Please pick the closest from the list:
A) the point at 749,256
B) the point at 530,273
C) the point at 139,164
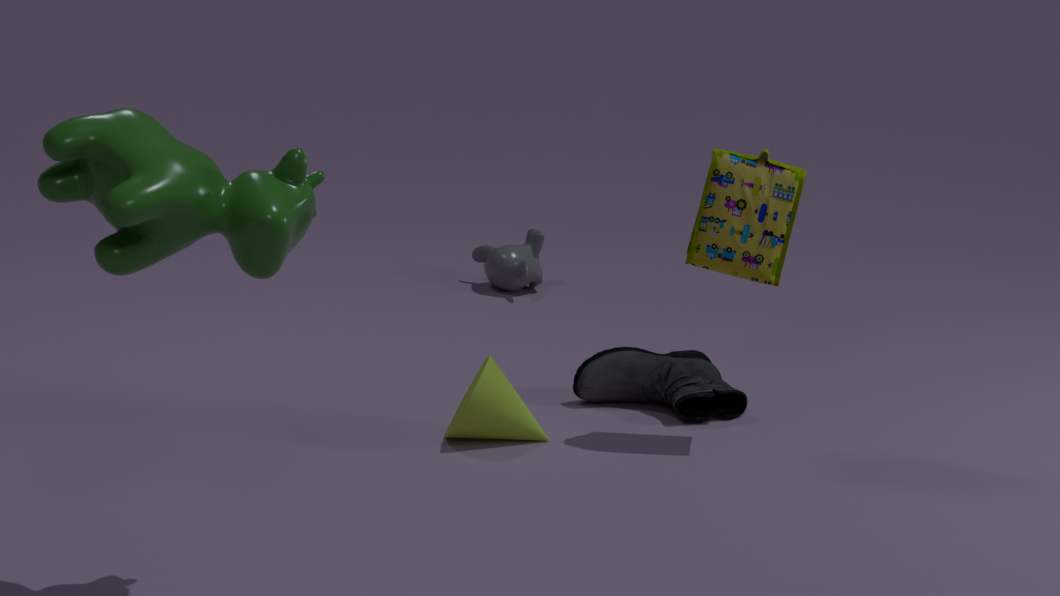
C. the point at 139,164
